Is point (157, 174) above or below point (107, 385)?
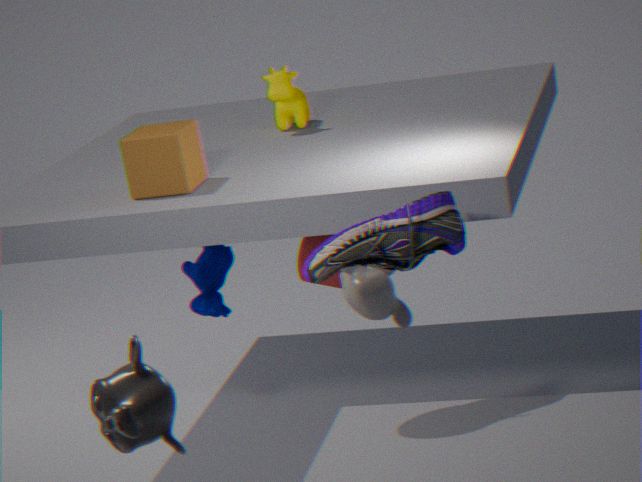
above
